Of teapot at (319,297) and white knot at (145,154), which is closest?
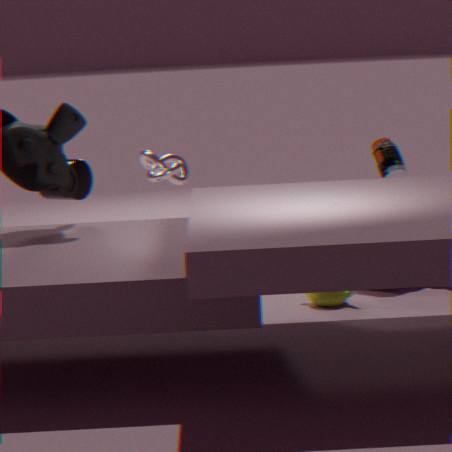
teapot at (319,297)
